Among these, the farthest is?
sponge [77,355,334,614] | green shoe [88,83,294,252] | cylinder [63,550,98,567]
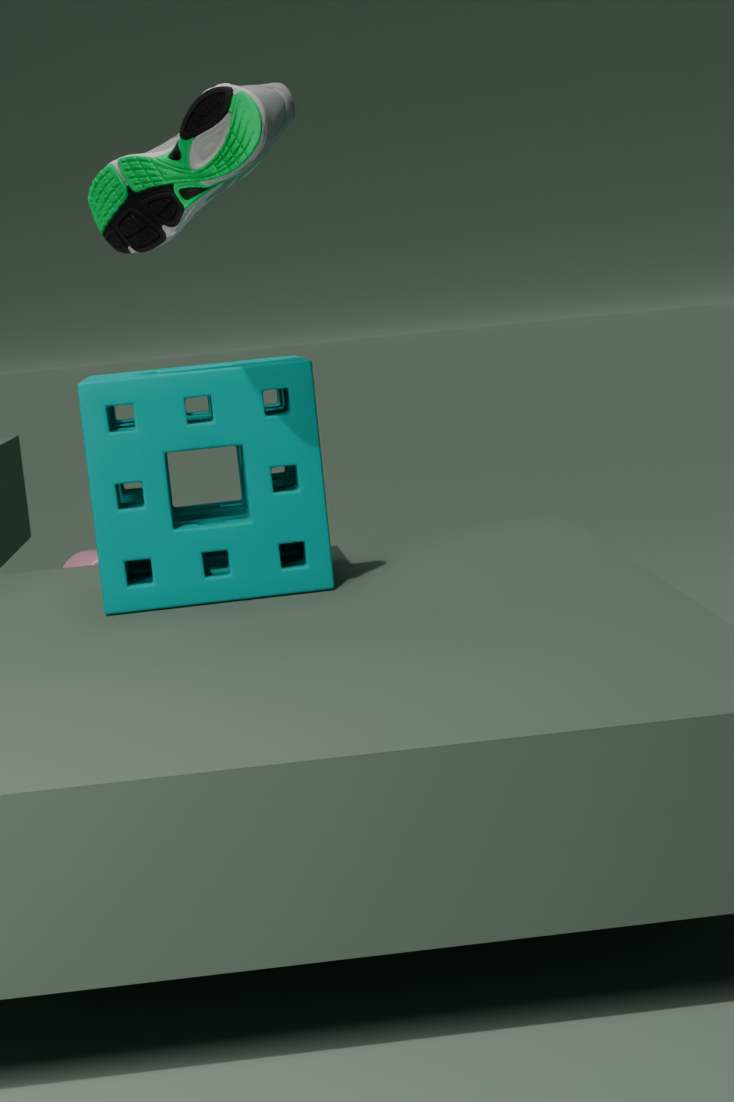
cylinder [63,550,98,567]
